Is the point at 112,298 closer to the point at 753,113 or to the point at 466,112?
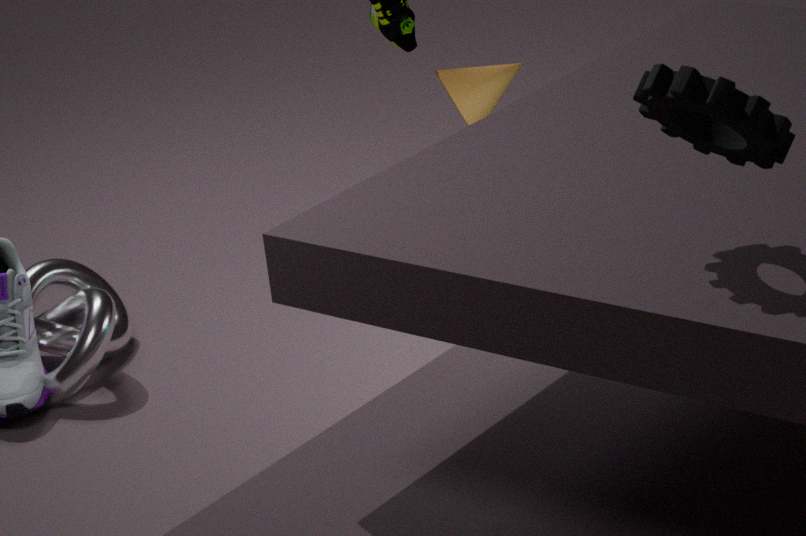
the point at 466,112
